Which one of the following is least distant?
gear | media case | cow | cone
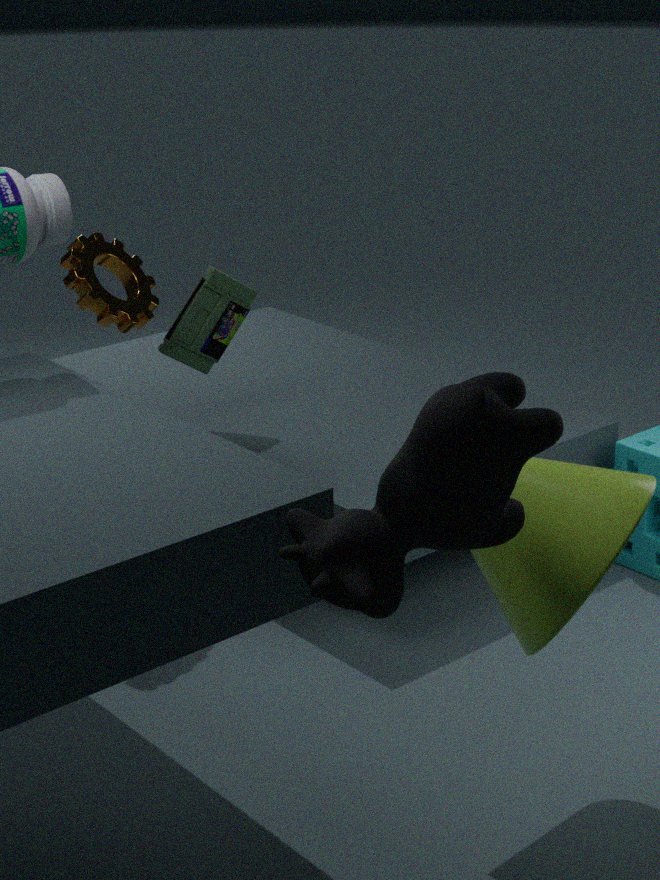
cow
